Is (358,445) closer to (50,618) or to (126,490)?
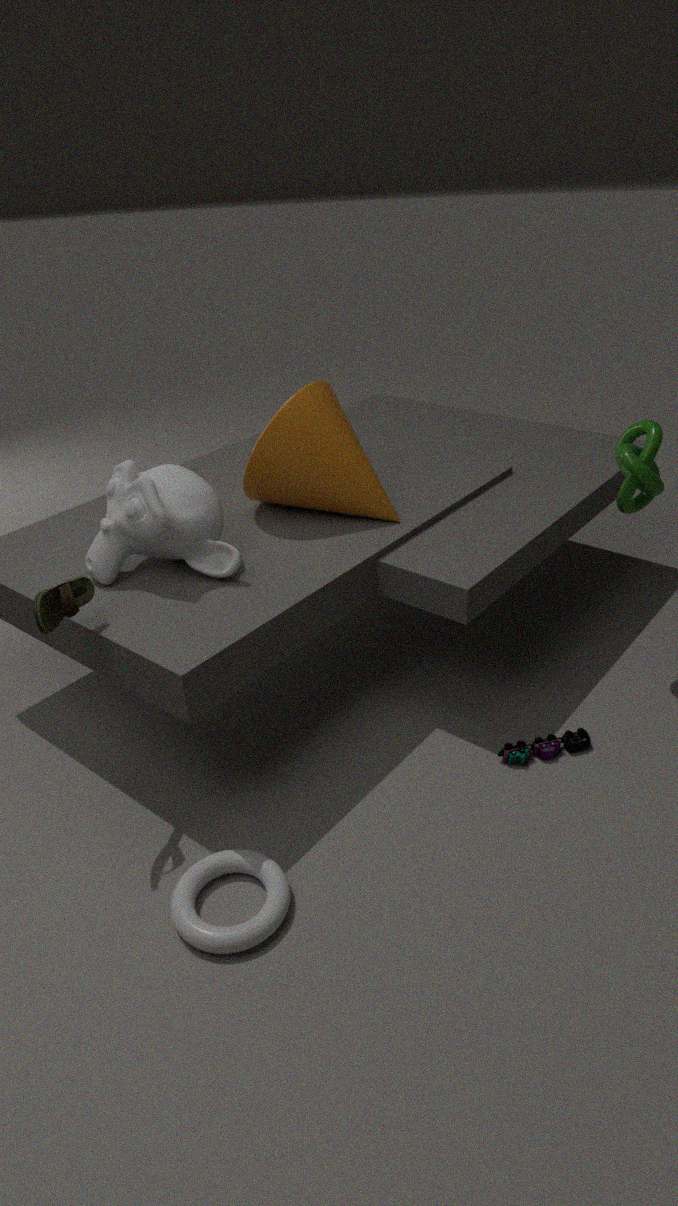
(126,490)
